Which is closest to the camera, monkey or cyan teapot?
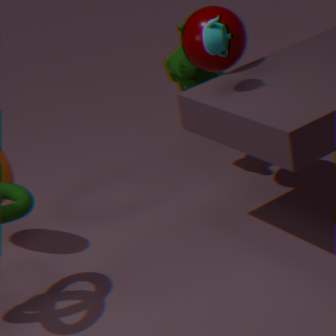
cyan teapot
